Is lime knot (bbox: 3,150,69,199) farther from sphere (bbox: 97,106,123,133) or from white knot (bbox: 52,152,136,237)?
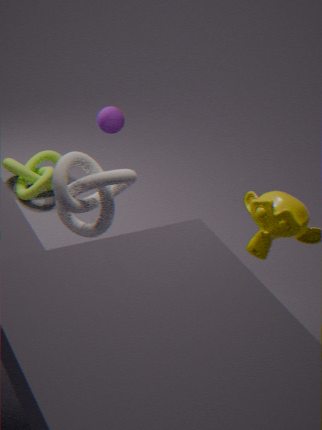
→ white knot (bbox: 52,152,136,237)
